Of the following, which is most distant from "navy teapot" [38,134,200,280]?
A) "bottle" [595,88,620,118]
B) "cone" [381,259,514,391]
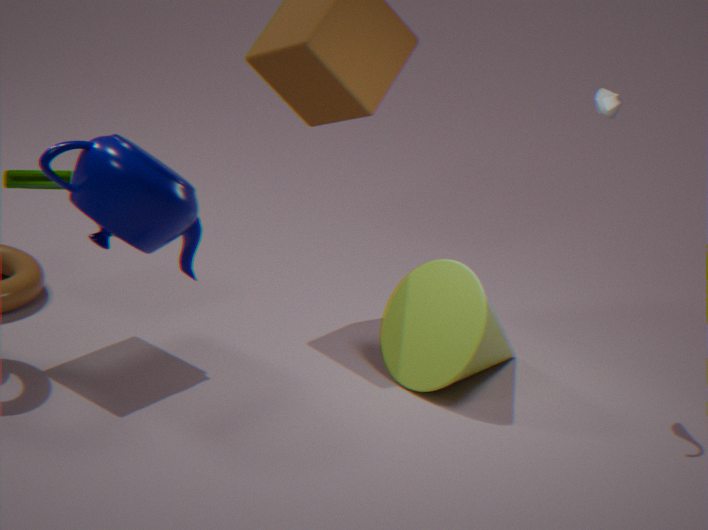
"bottle" [595,88,620,118]
